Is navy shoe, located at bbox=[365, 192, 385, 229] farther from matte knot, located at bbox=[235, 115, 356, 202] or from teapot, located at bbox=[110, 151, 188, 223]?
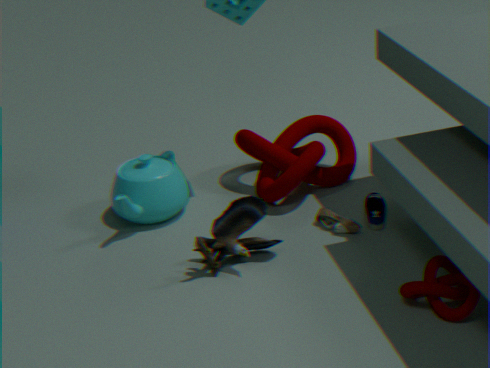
teapot, located at bbox=[110, 151, 188, 223]
